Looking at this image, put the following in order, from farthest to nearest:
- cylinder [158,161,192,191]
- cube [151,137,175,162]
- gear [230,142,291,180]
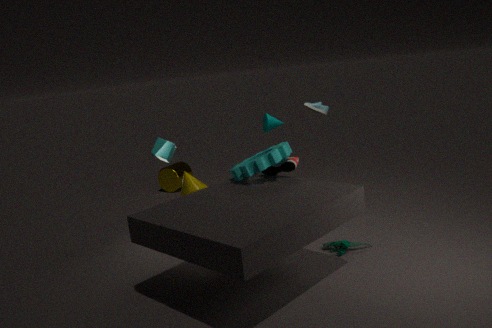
cylinder [158,161,192,191] → cube [151,137,175,162] → gear [230,142,291,180]
